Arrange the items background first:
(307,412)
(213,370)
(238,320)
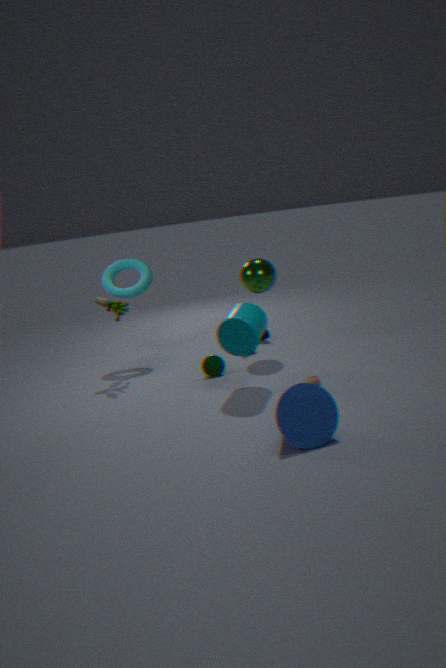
(213,370) → (238,320) → (307,412)
